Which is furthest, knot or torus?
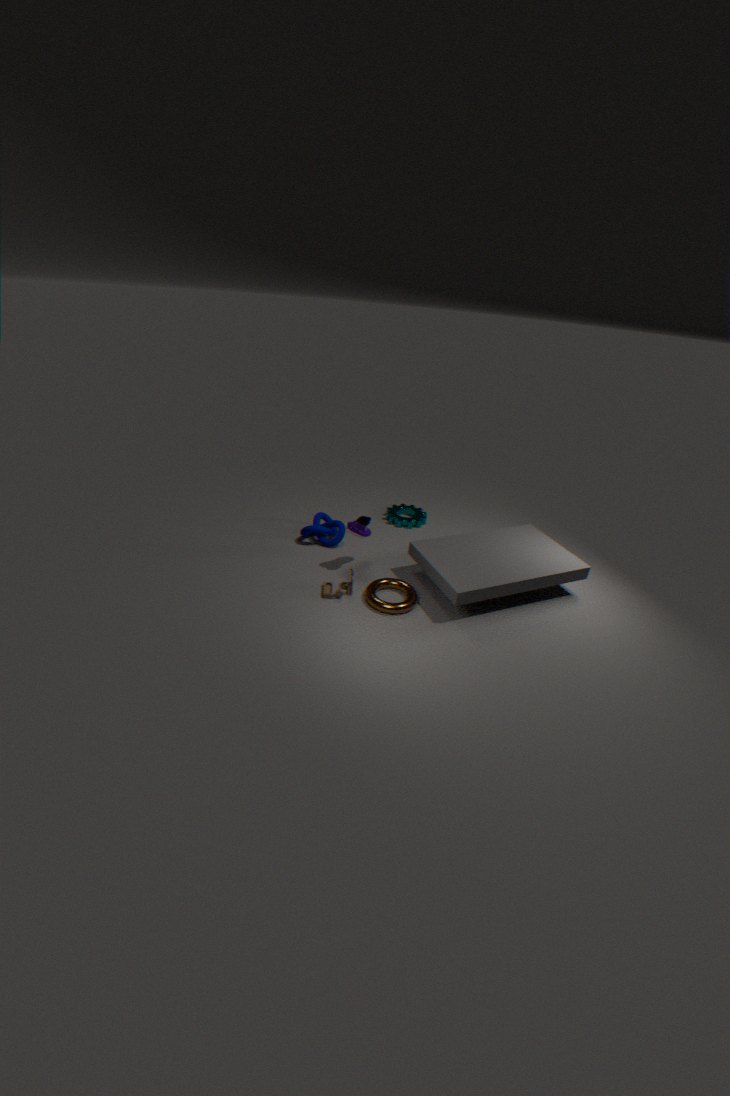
knot
